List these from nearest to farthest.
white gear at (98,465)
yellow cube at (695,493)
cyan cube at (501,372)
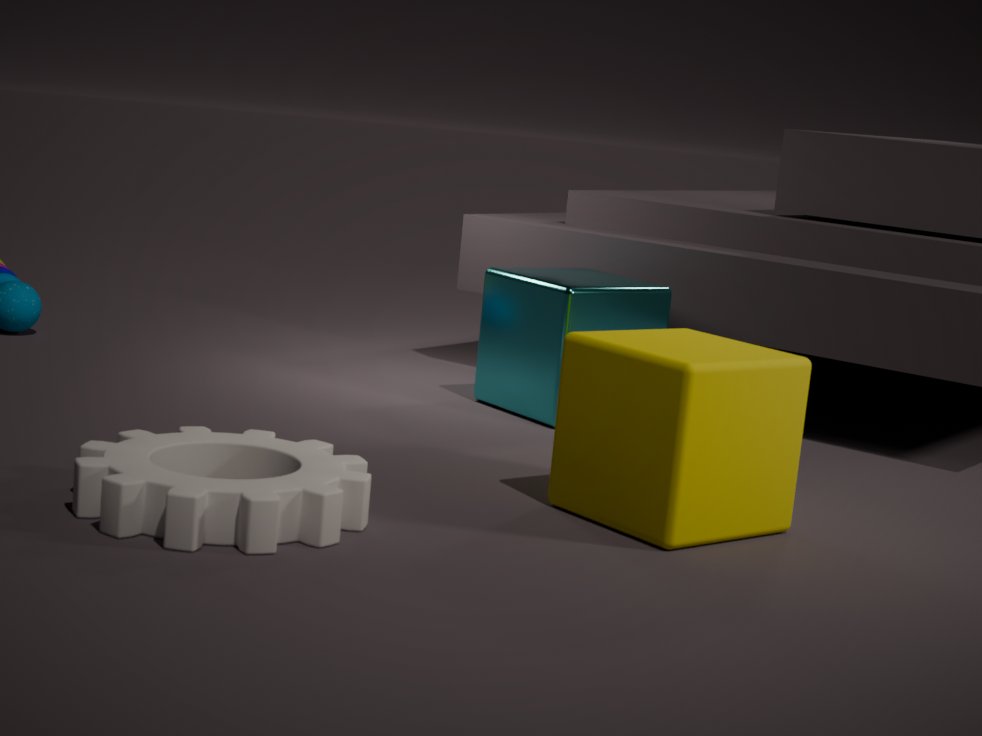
white gear at (98,465) → yellow cube at (695,493) → cyan cube at (501,372)
